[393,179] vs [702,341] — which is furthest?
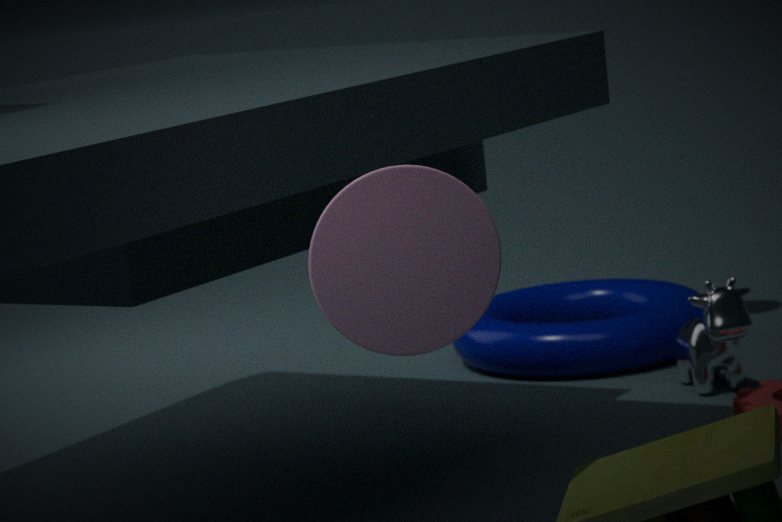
[702,341]
